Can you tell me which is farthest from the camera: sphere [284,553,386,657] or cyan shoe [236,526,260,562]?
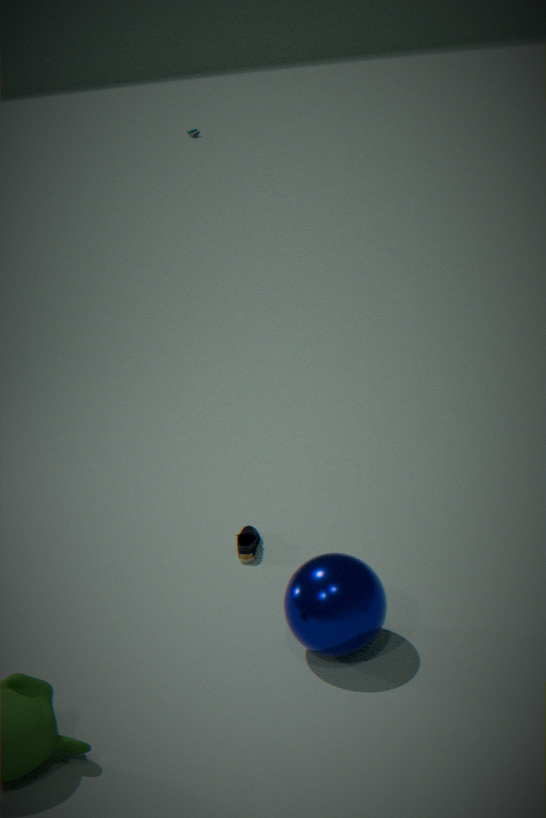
cyan shoe [236,526,260,562]
